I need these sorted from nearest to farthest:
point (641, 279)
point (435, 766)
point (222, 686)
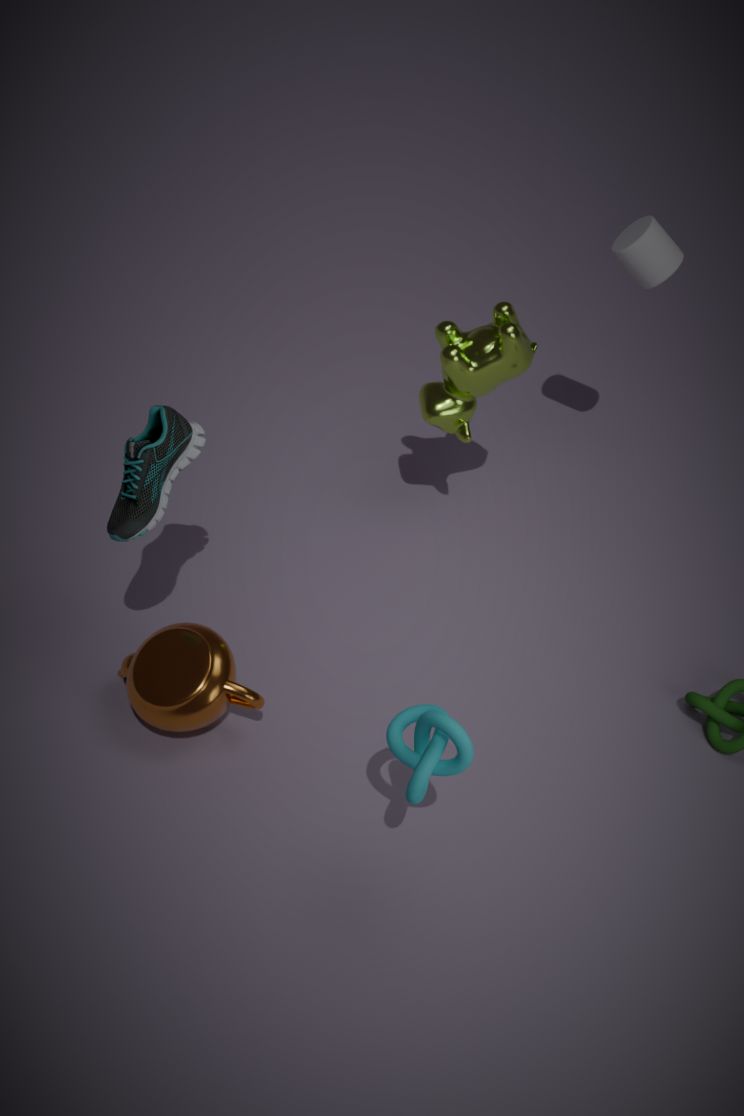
point (435, 766), point (222, 686), point (641, 279)
